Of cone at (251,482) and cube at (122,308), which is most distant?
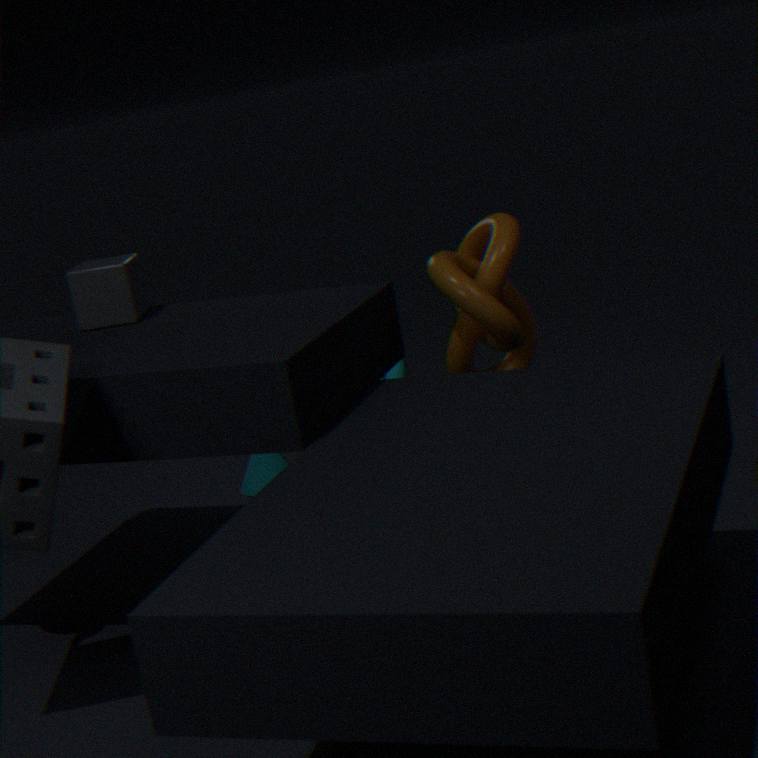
cone at (251,482)
